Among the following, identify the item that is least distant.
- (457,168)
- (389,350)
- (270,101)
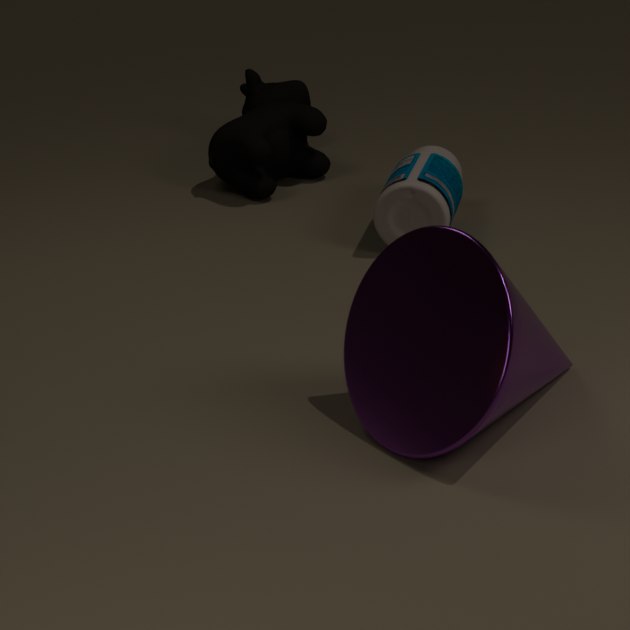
(389,350)
